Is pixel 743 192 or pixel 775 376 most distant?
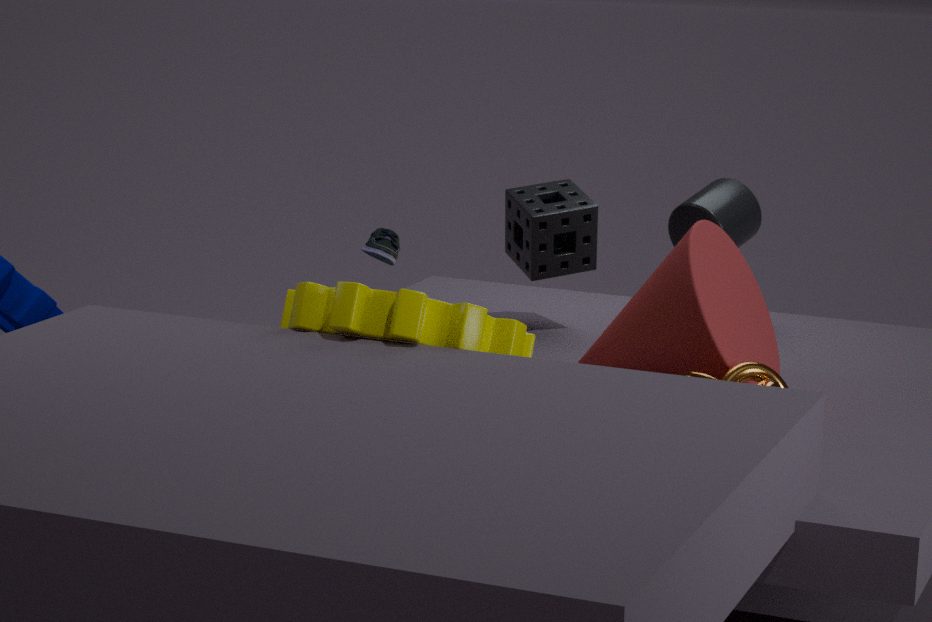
pixel 743 192
